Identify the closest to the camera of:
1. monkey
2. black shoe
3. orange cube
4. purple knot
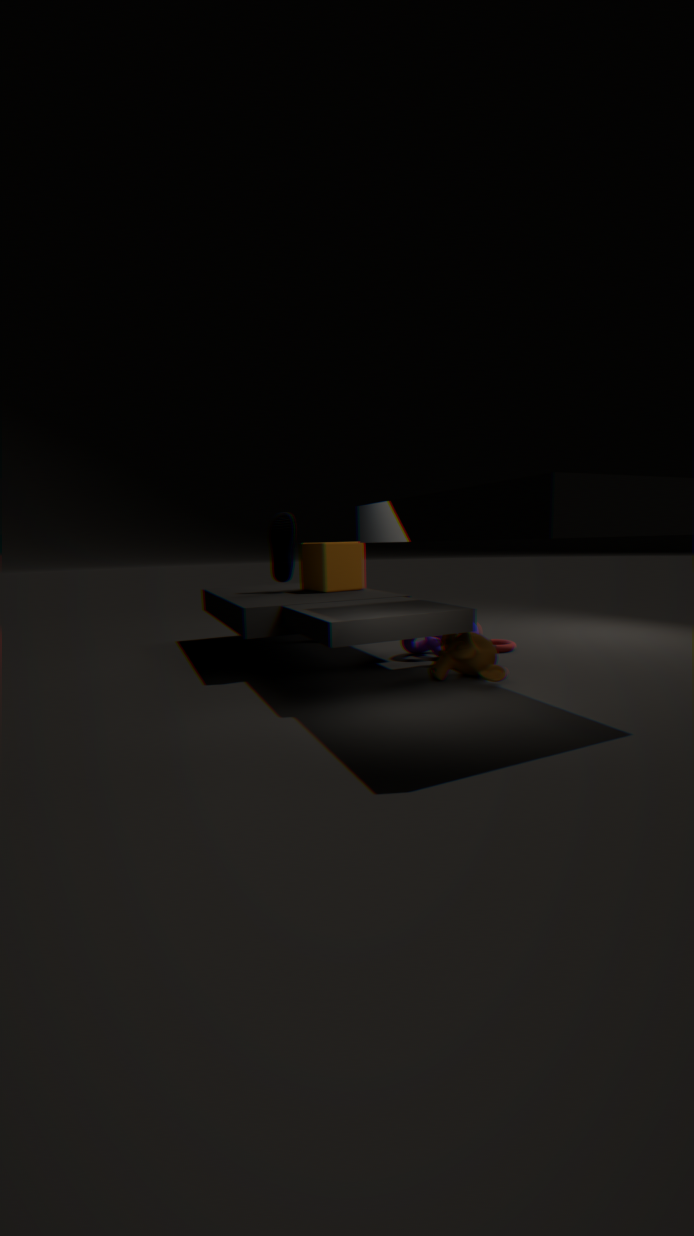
monkey
